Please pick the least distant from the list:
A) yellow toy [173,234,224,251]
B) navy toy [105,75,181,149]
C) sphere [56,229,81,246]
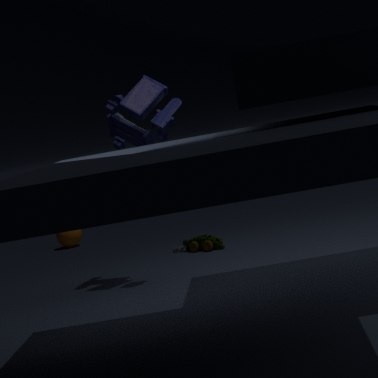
navy toy [105,75,181,149]
